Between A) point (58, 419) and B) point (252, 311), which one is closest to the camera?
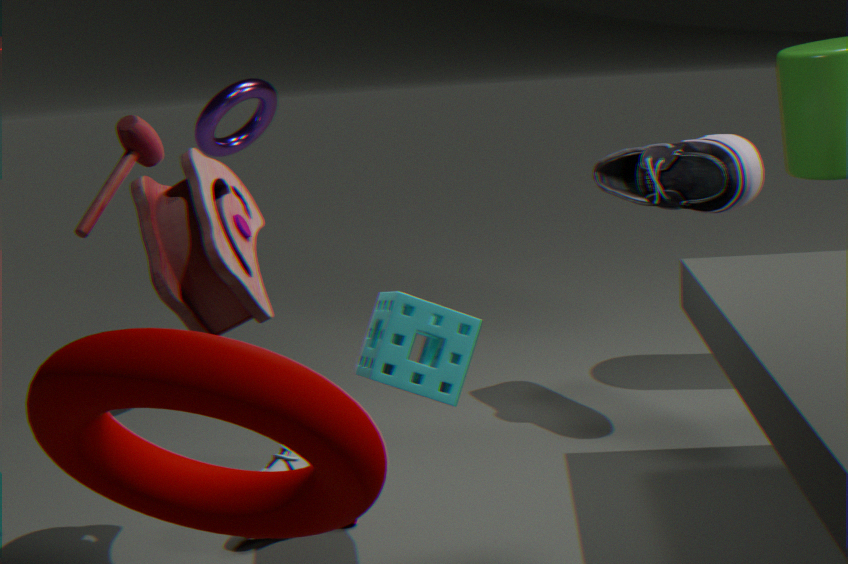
A. point (58, 419)
